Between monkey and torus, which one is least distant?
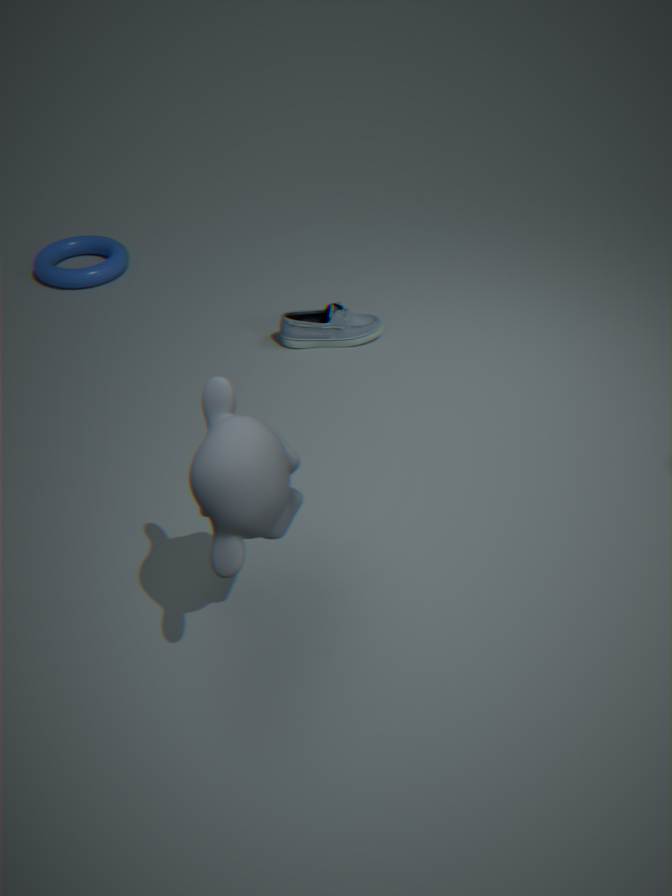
monkey
